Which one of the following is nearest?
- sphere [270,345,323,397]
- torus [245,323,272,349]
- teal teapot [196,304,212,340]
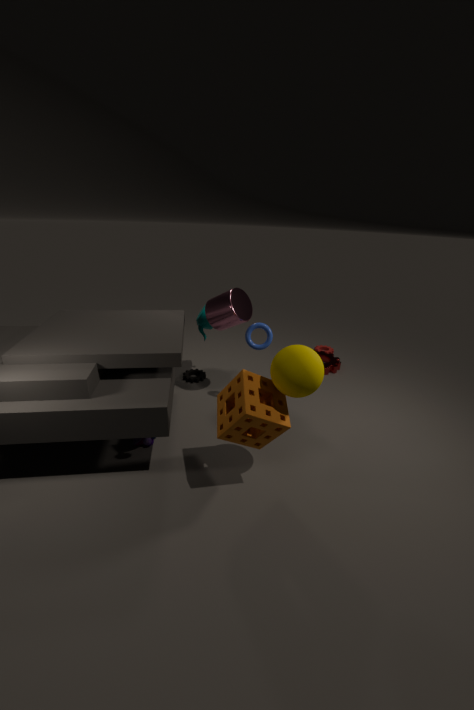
sphere [270,345,323,397]
